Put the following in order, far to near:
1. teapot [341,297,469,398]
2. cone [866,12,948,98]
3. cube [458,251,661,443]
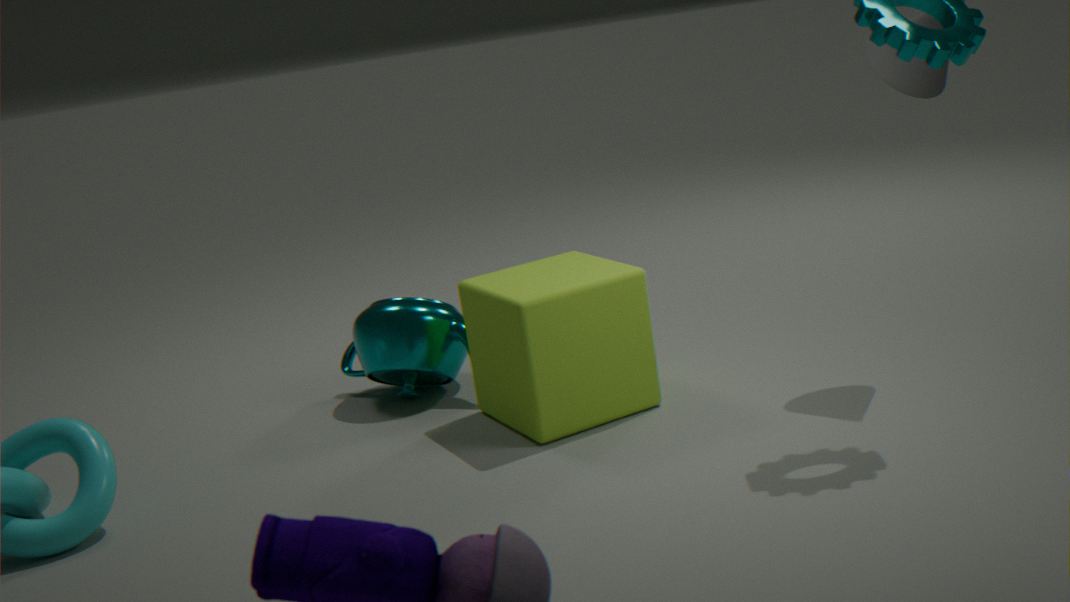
teapot [341,297,469,398]
cube [458,251,661,443]
cone [866,12,948,98]
